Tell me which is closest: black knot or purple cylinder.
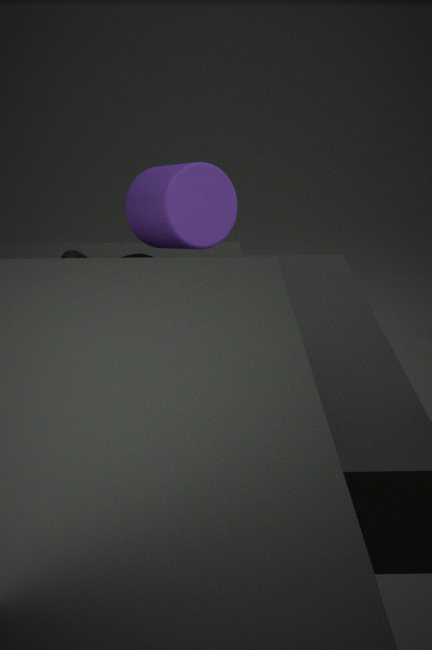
purple cylinder
